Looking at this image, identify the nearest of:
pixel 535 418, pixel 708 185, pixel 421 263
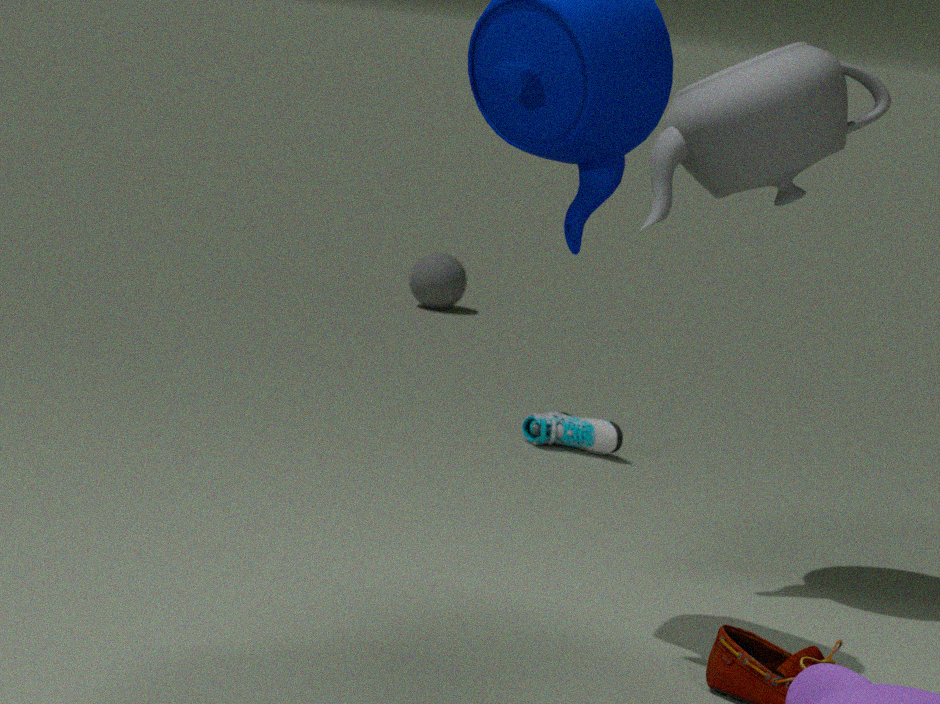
pixel 708 185
